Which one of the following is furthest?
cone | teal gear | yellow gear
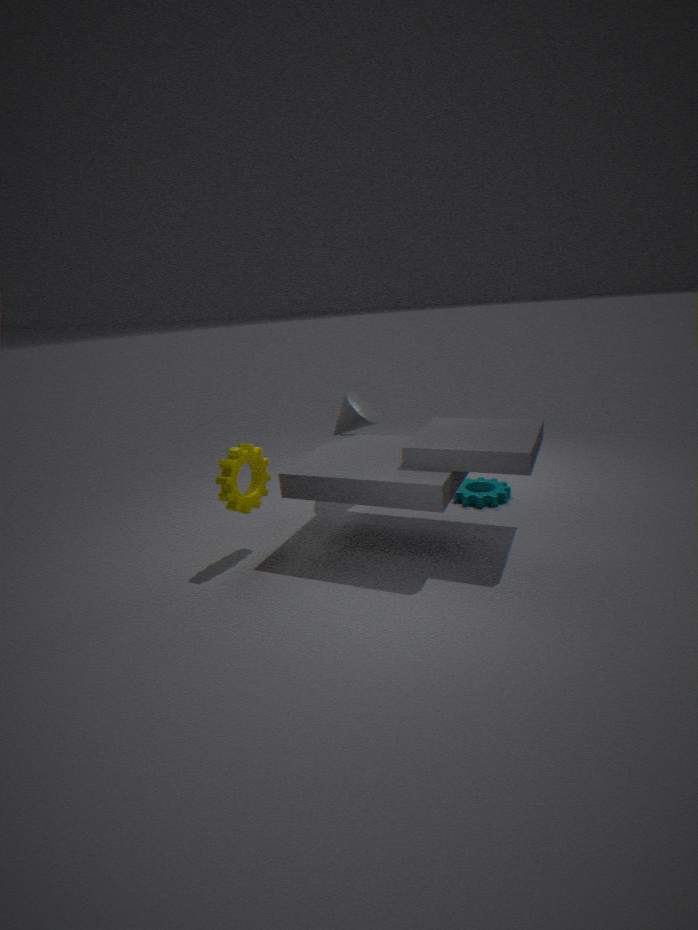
cone
